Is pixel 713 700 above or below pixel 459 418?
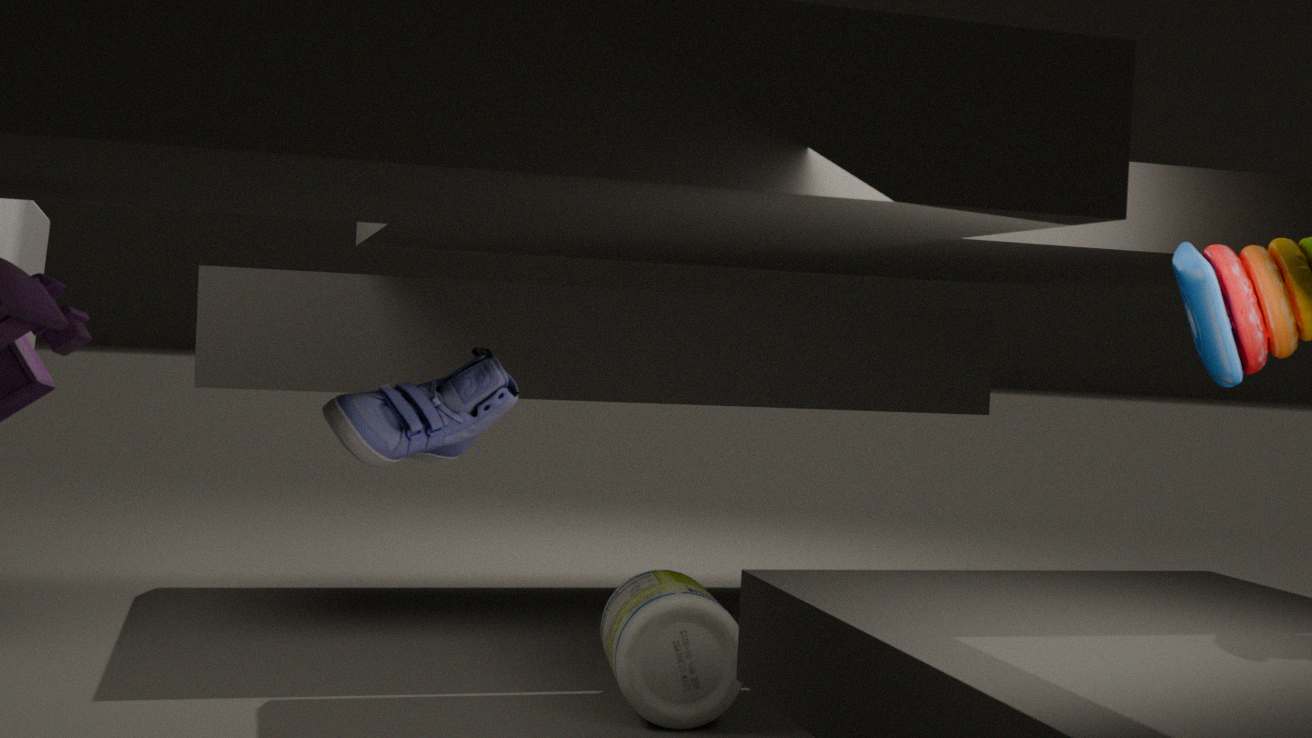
below
